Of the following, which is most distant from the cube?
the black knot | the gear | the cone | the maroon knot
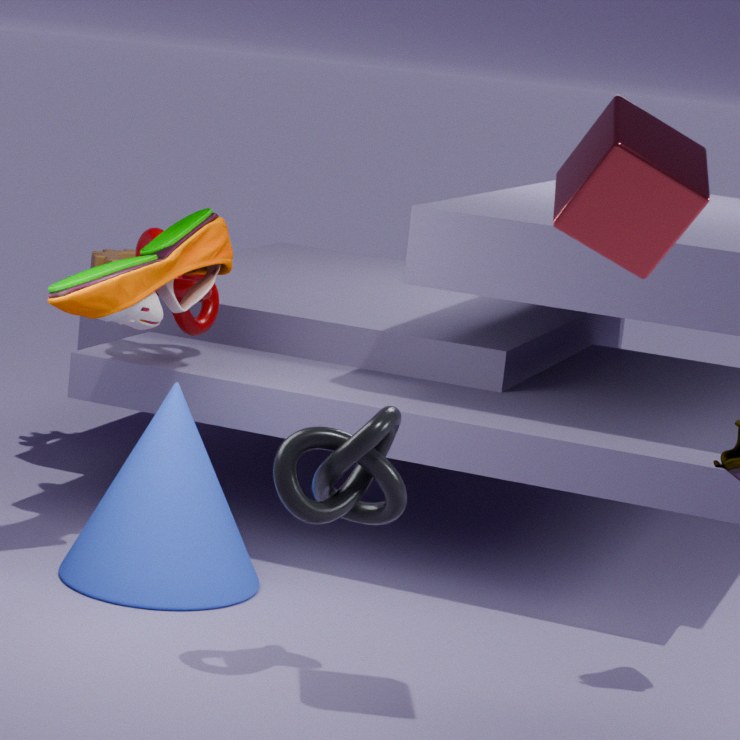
the gear
